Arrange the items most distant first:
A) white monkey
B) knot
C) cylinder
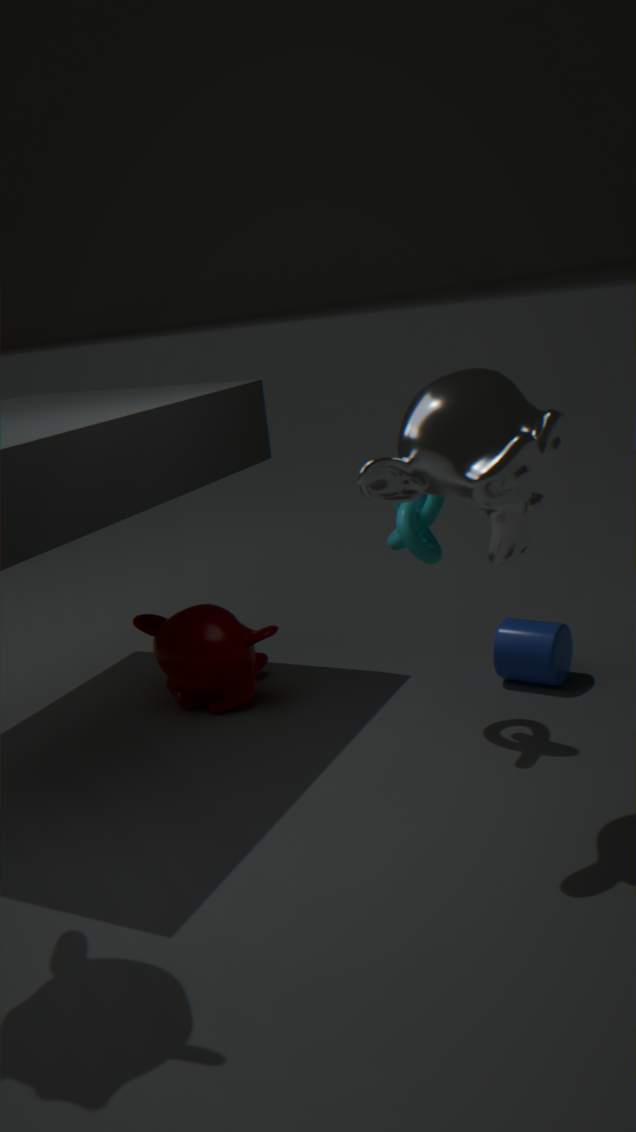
1. cylinder
2. knot
3. white monkey
